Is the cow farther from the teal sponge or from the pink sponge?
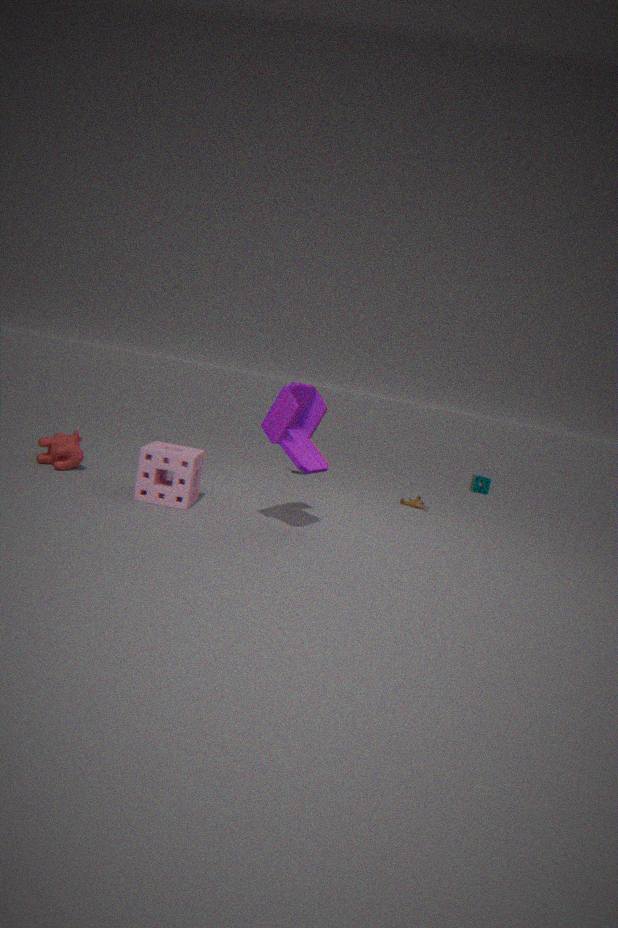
the teal sponge
